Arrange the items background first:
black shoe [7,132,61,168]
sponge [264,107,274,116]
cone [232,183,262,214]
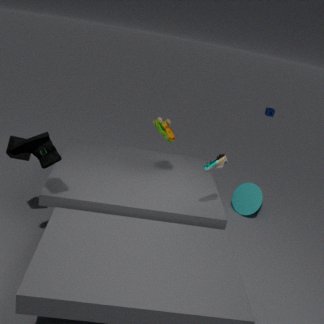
sponge [264,107,274,116]
cone [232,183,262,214]
black shoe [7,132,61,168]
